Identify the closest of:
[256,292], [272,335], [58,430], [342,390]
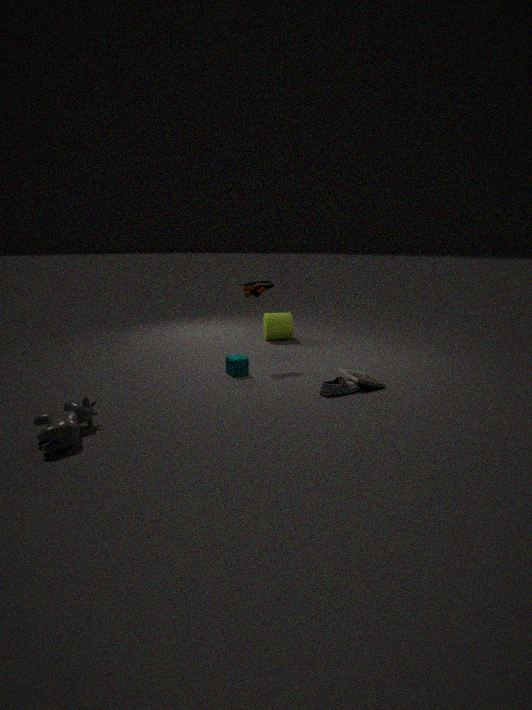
[58,430]
